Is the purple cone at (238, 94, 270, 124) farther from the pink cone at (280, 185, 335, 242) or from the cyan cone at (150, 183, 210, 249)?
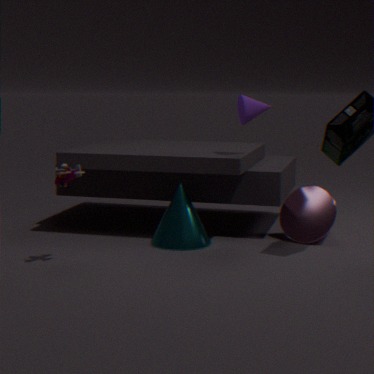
the pink cone at (280, 185, 335, 242)
